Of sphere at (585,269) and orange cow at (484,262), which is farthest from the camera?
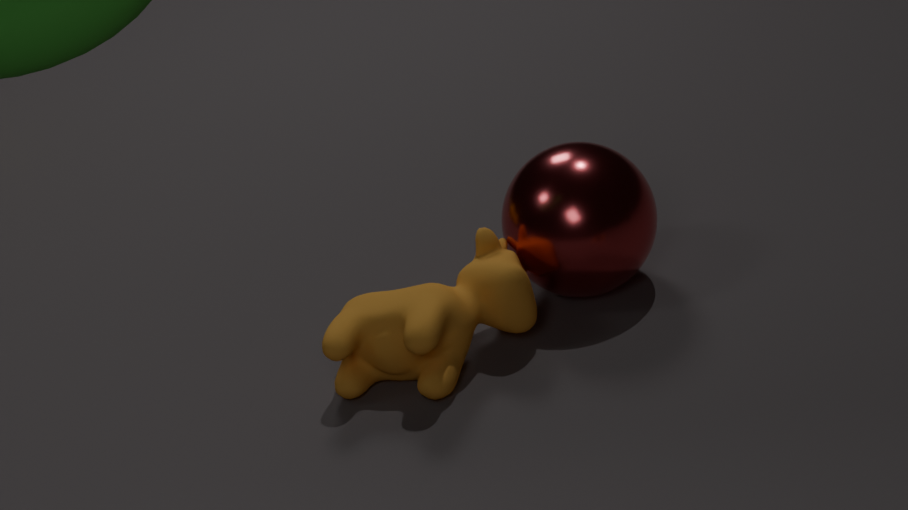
sphere at (585,269)
